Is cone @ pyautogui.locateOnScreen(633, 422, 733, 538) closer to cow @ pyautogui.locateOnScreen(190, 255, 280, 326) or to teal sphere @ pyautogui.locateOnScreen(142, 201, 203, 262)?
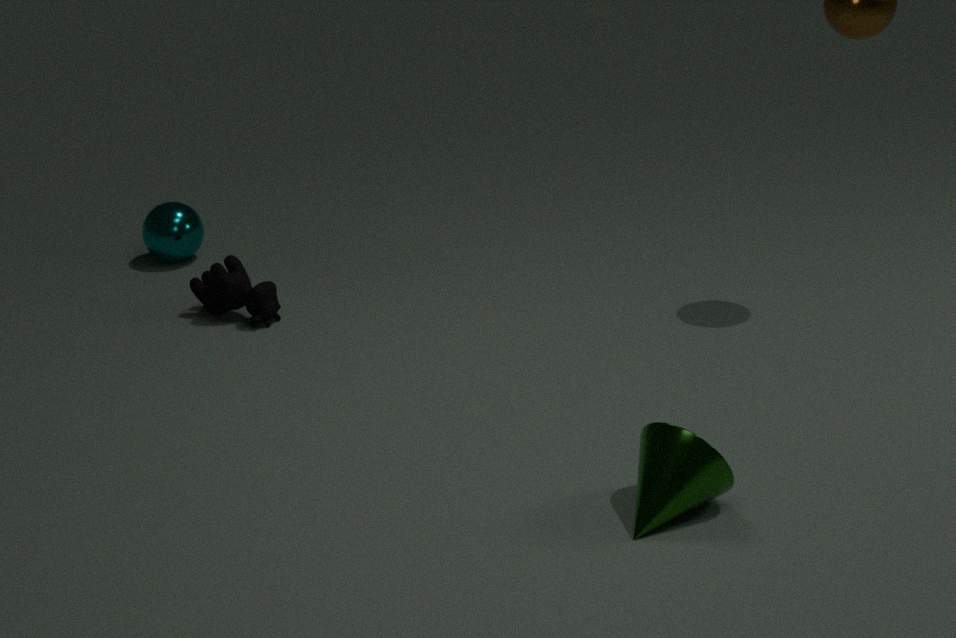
cow @ pyautogui.locateOnScreen(190, 255, 280, 326)
